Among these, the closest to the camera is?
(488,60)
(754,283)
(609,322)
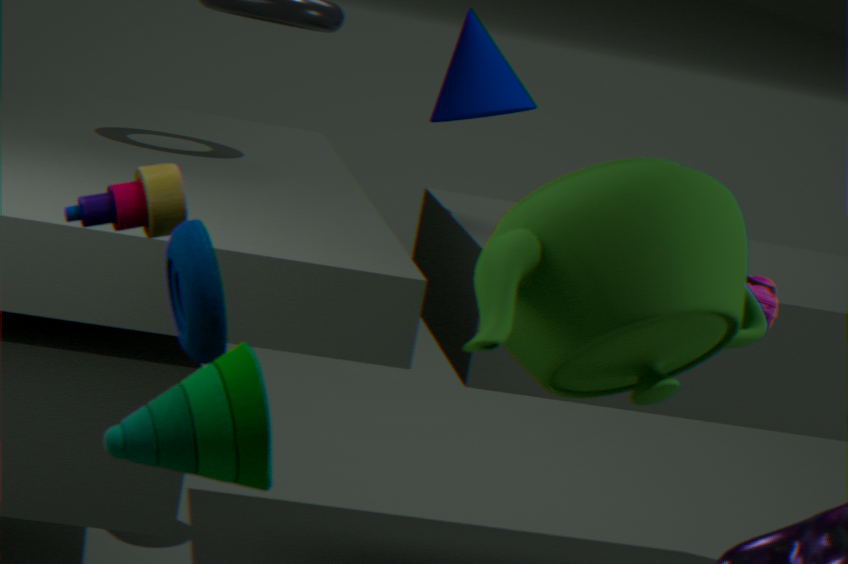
(609,322)
